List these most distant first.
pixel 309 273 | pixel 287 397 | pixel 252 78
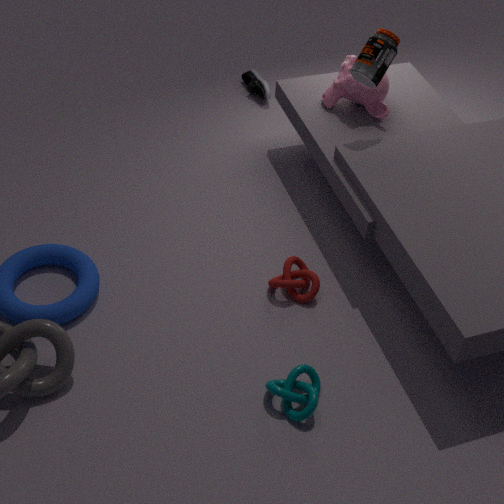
pixel 252 78 < pixel 309 273 < pixel 287 397
